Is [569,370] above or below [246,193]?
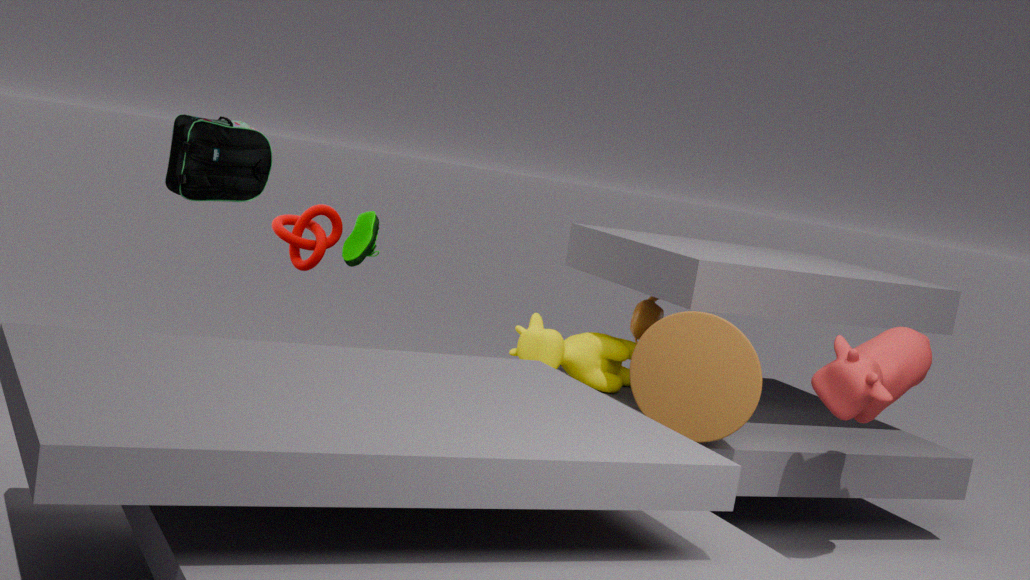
below
